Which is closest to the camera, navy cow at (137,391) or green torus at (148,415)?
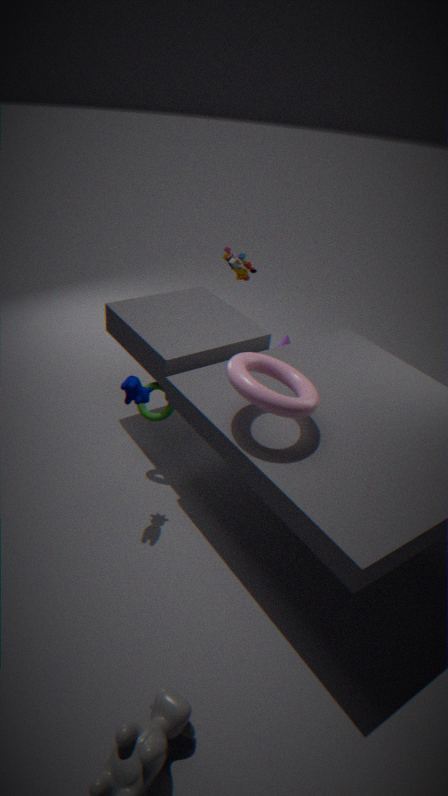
navy cow at (137,391)
